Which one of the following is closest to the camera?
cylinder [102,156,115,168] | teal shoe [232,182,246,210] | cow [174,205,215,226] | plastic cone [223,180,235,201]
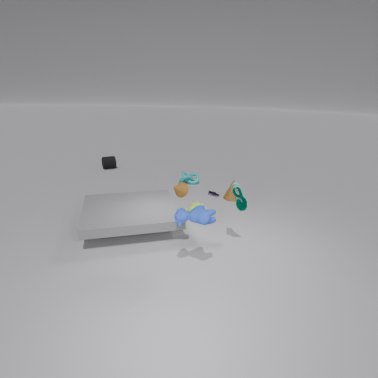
cow [174,205,215,226]
